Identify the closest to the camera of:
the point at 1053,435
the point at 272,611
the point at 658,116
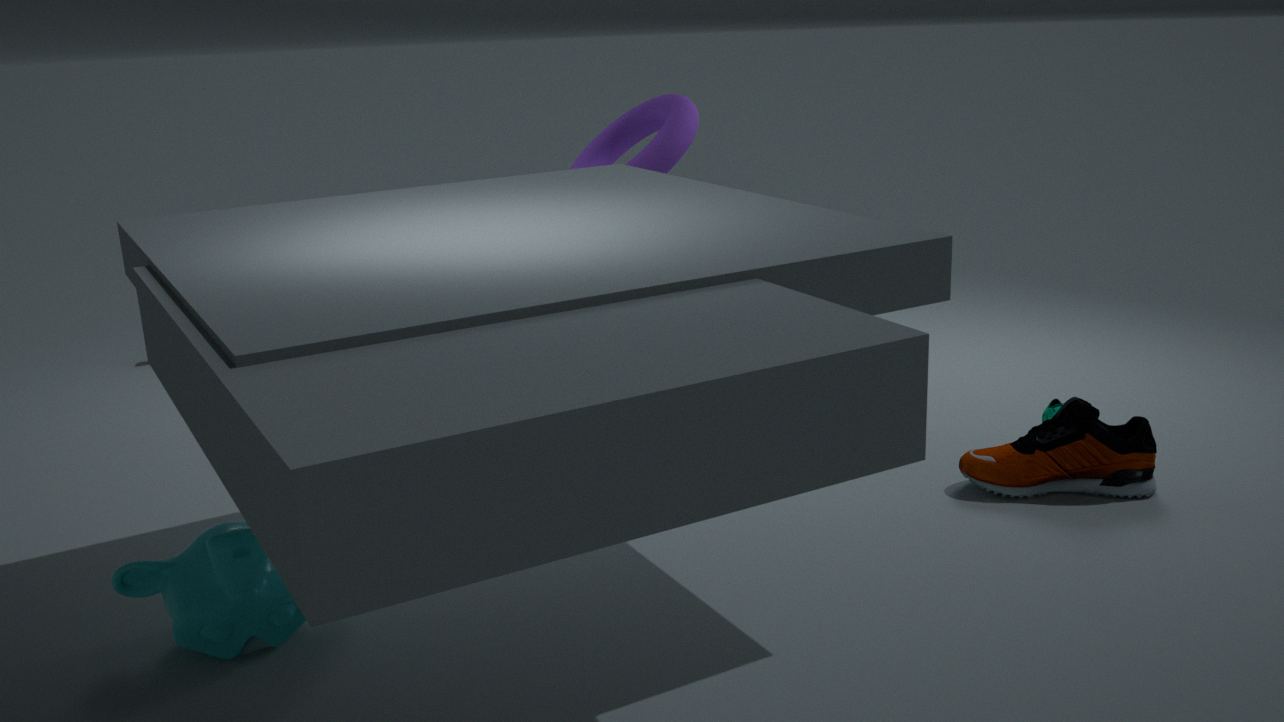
the point at 272,611
